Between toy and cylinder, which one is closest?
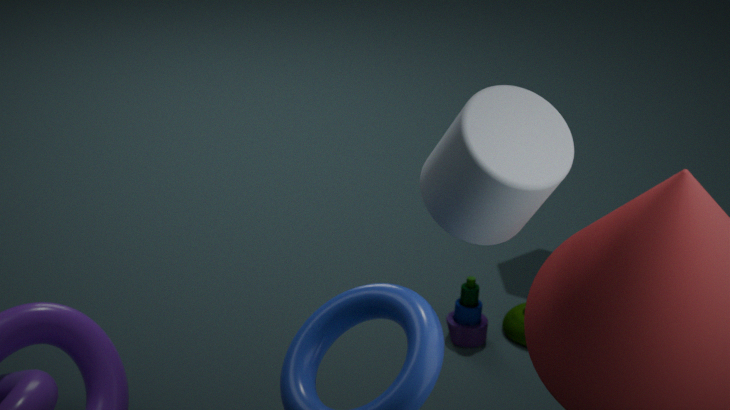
cylinder
